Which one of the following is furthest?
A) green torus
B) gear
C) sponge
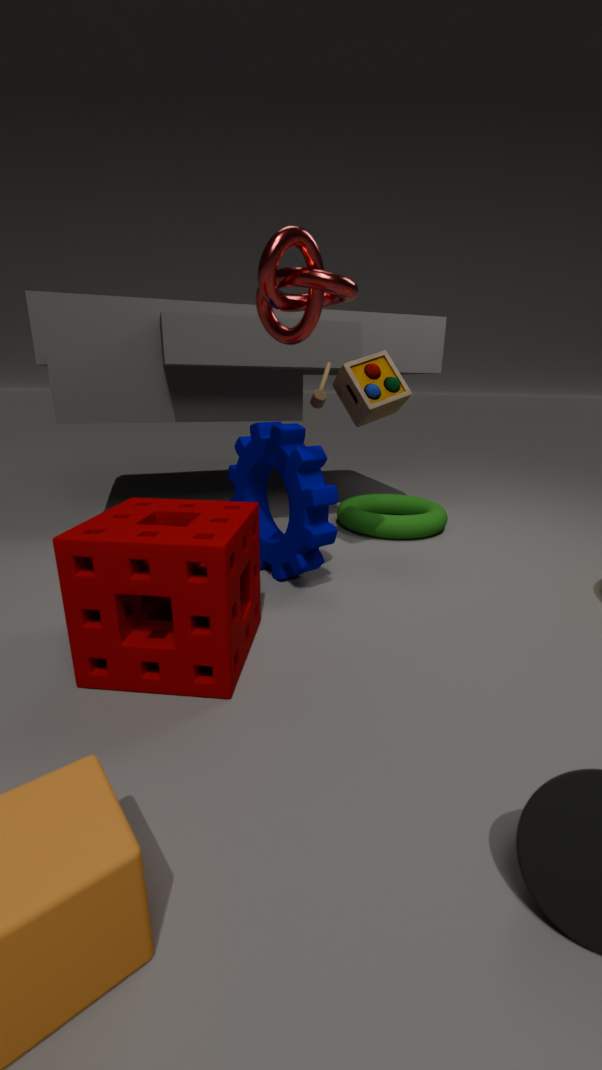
green torus
